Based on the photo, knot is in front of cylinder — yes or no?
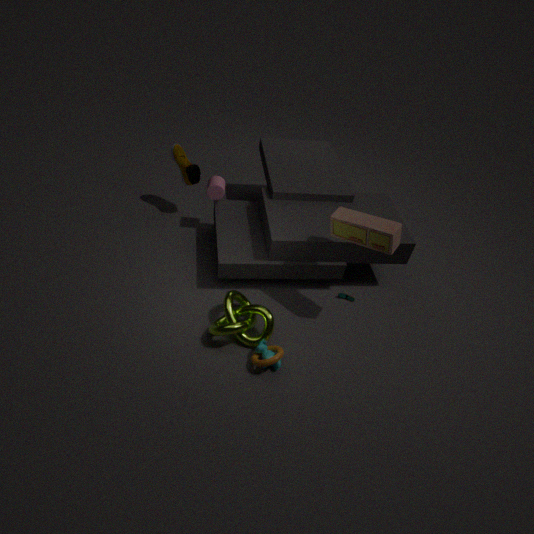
Yes
